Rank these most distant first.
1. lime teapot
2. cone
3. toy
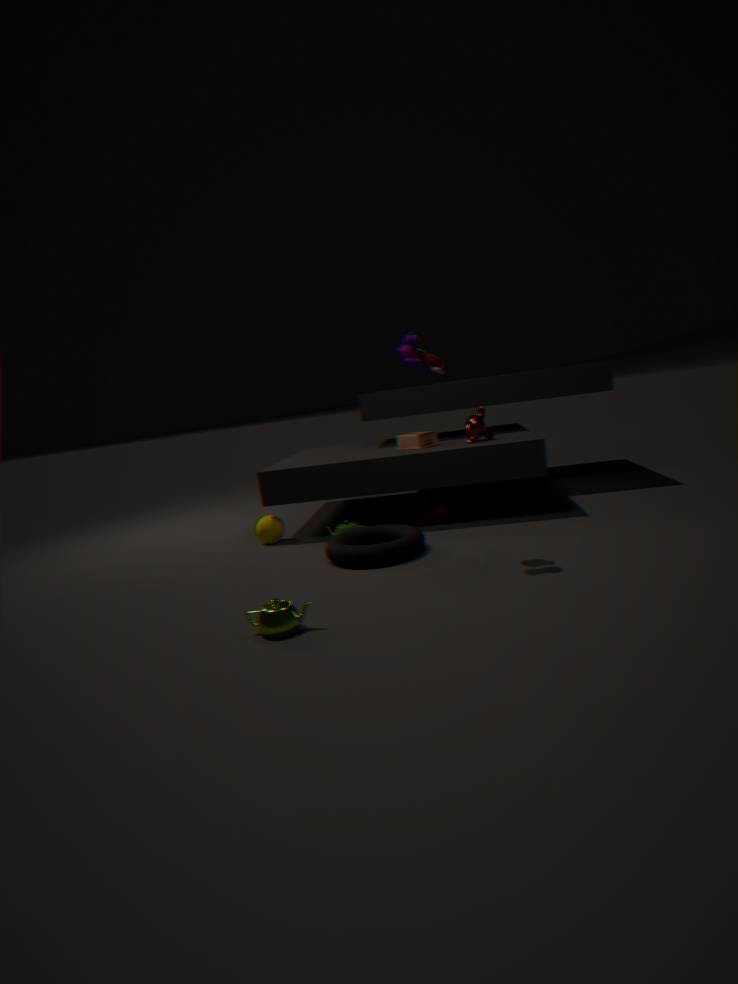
cone, toy, lime teapot
